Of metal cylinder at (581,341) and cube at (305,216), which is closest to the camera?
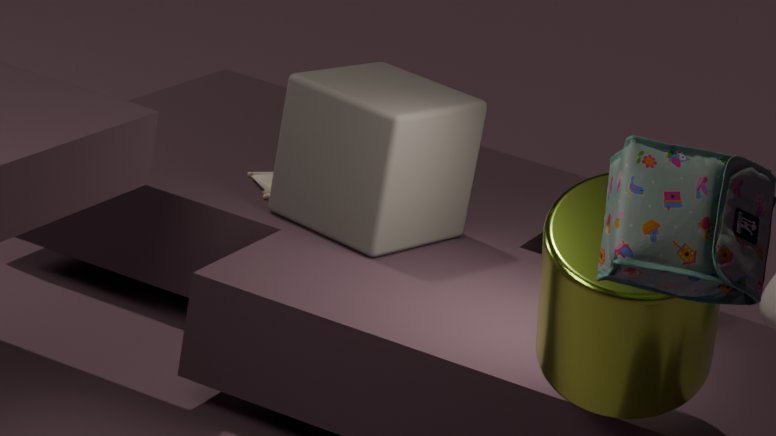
metal cylinder at (581,341)
